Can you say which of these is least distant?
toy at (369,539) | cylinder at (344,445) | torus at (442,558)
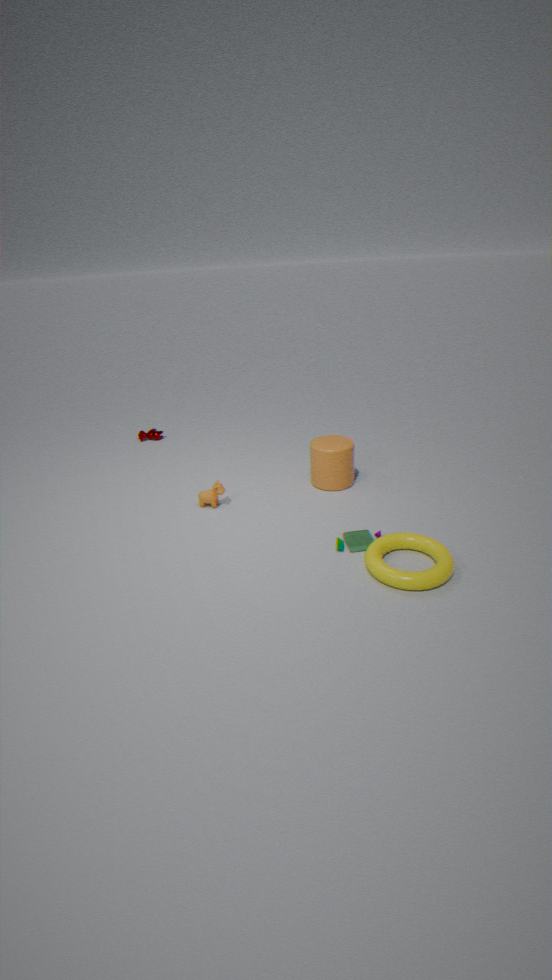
torus at (442,558)
